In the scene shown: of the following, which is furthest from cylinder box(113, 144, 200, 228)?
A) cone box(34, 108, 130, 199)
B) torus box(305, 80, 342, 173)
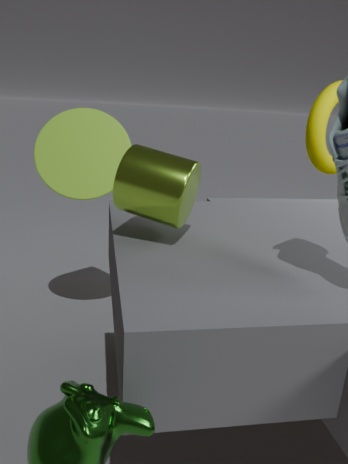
torus box(305, 80, 342, 173)
